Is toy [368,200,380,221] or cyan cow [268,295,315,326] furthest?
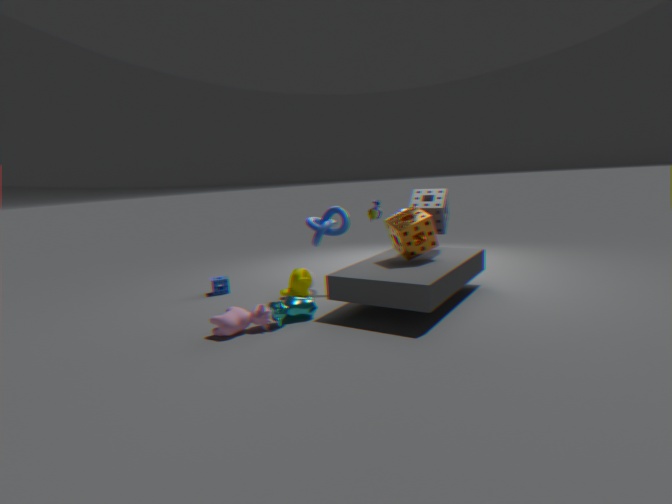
toy [368,200,380,221]
